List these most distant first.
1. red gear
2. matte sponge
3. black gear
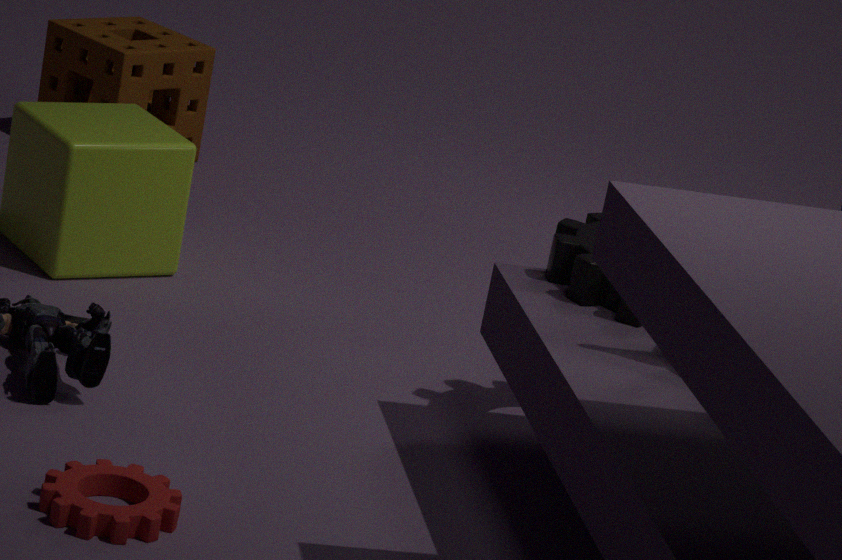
matte sponge, black gear, red gear
